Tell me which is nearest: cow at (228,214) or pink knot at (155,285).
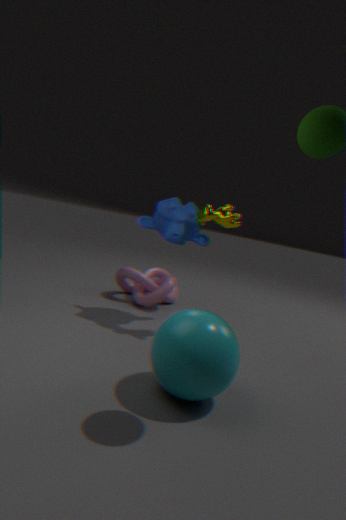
cow at (228,214)
